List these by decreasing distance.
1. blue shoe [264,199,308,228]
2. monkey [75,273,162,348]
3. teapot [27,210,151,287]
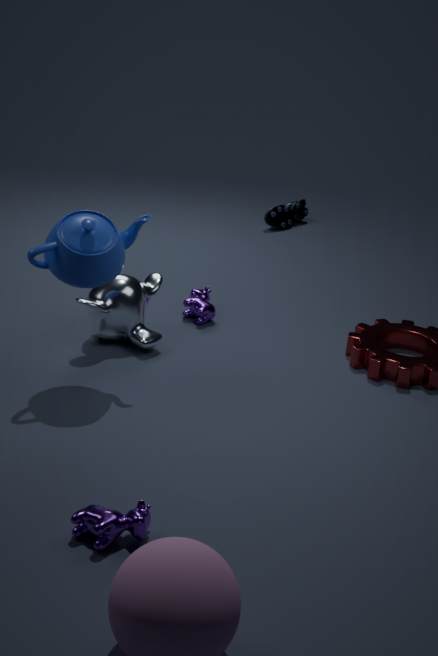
blue shoe [264,199,308,228] < monkey [75,273,162,348] < teapot [27,210,151,287]
